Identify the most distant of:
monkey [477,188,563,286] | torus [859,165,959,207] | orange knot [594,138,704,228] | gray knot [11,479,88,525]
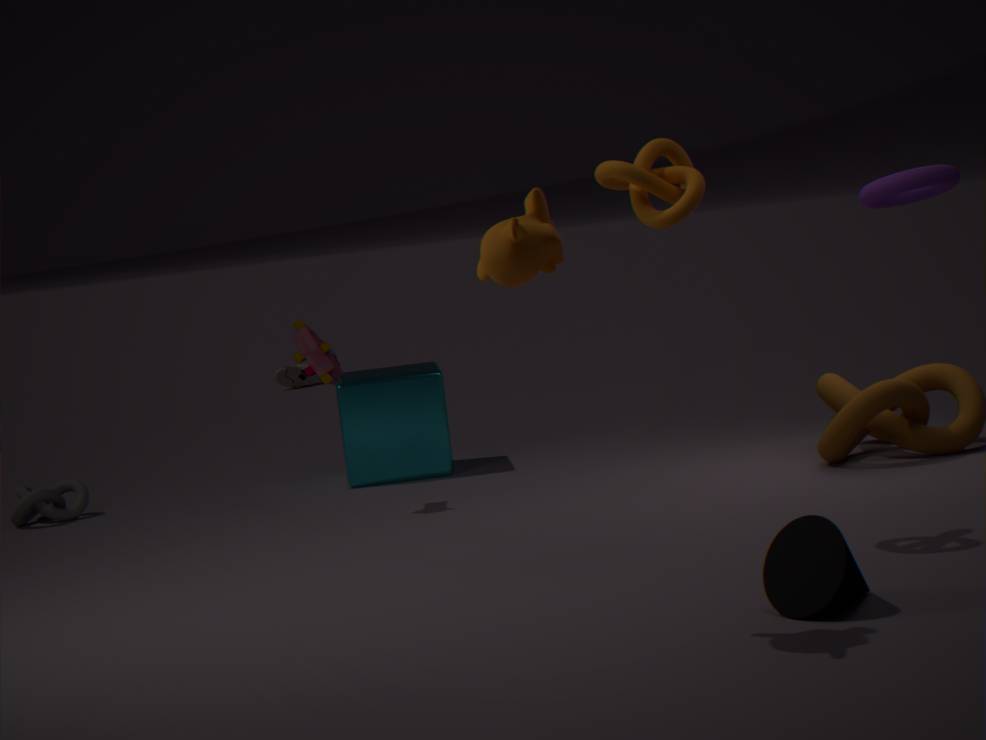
gray knot [11,479,88,525]
